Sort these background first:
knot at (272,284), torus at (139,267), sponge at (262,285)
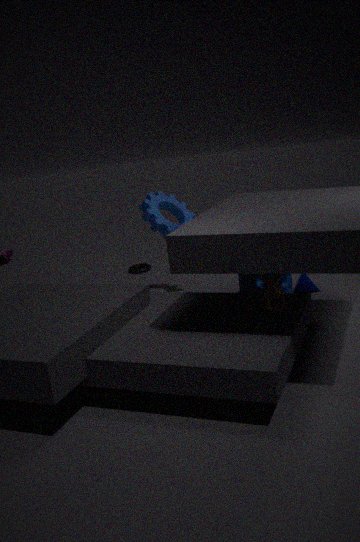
torus at (139,267)
sponge at (262,285)
knot at (272,284)
